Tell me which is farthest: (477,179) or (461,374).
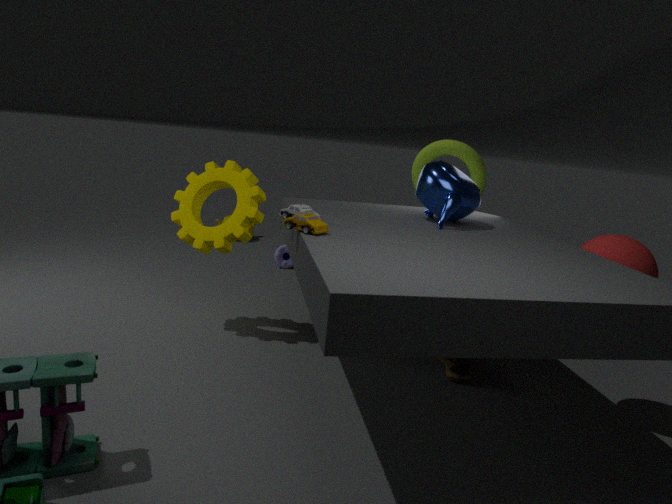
(477,179)
